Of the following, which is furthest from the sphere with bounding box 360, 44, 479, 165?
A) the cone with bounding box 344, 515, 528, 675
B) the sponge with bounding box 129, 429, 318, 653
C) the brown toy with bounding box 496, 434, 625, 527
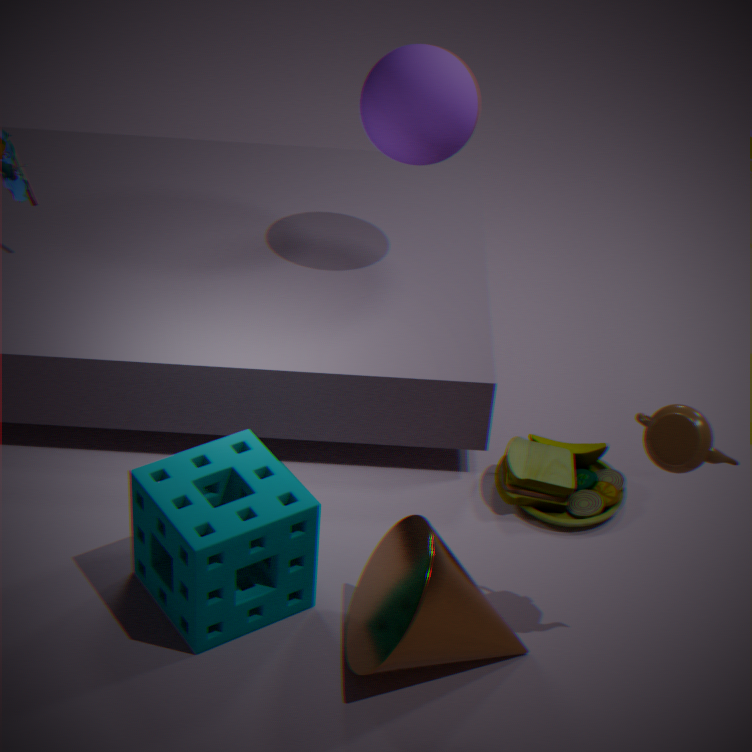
the cone with bounding box 344, 515, 528, 675
